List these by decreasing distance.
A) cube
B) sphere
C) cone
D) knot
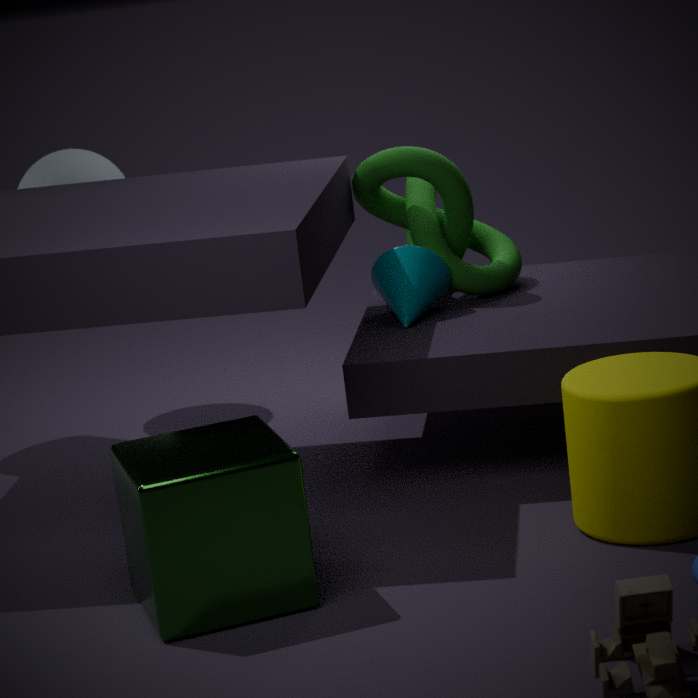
sphere, knot, cone, cube
